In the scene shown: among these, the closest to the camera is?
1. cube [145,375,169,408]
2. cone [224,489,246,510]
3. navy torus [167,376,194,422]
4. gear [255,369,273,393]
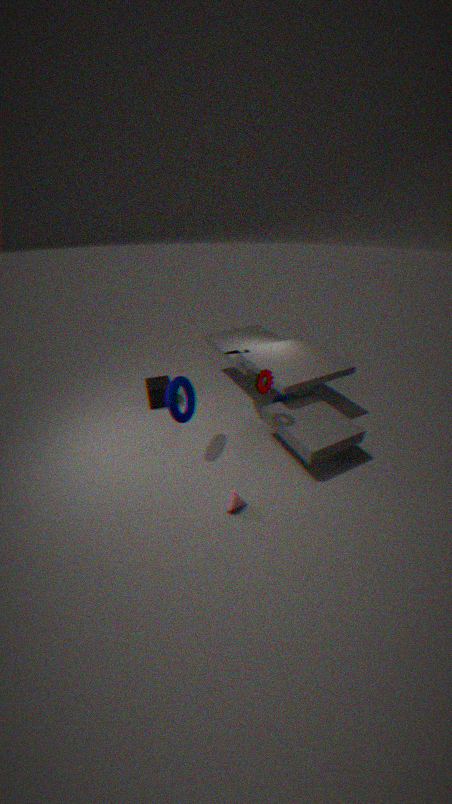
cone [224,489,246,510]
